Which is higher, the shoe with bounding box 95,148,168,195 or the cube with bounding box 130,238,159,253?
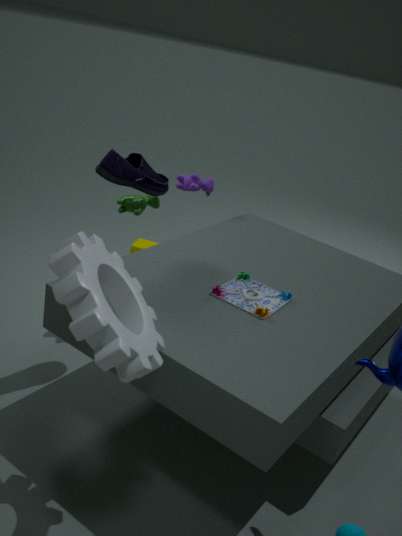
the shoe with bounding box 95,148,168,195
